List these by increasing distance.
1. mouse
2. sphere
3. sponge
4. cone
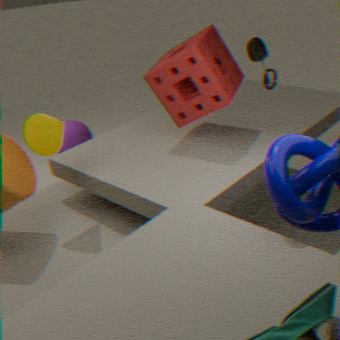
mouse
cone
sponge
sphere
